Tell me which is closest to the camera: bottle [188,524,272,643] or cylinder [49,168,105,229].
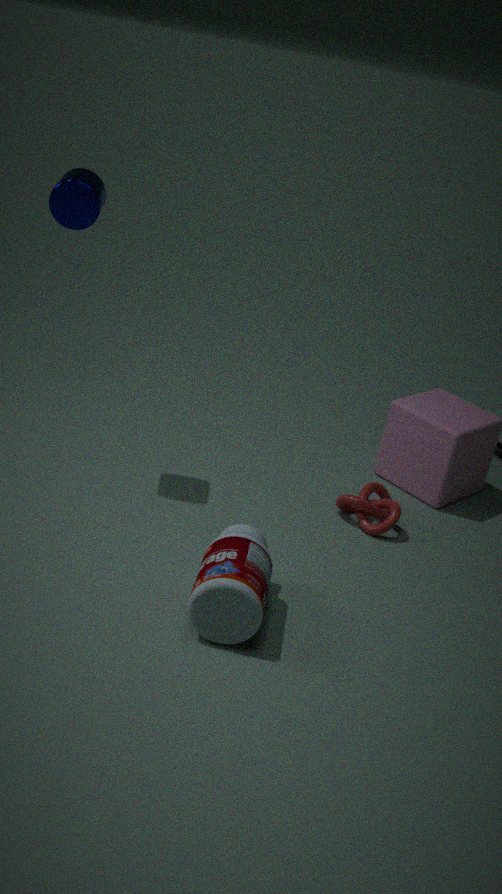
bottle [188,524,272,643]
